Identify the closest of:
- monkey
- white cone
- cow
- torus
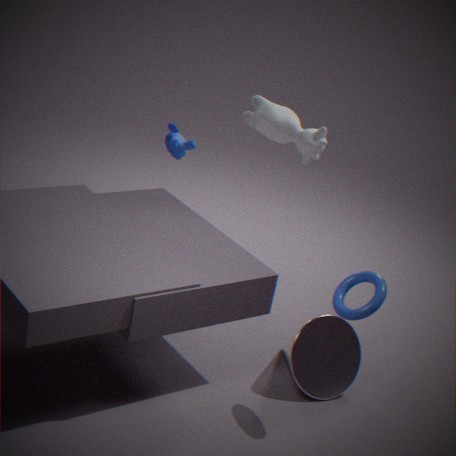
torus
